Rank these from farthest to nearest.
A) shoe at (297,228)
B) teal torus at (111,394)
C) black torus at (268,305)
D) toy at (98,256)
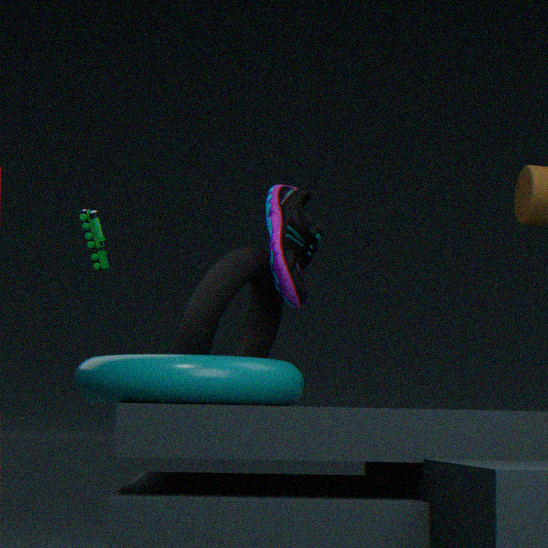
1. toy at (98,256)
2. shoe at (297,228)
3. black torus at (268,305)
4. teal torus at (111,394)
